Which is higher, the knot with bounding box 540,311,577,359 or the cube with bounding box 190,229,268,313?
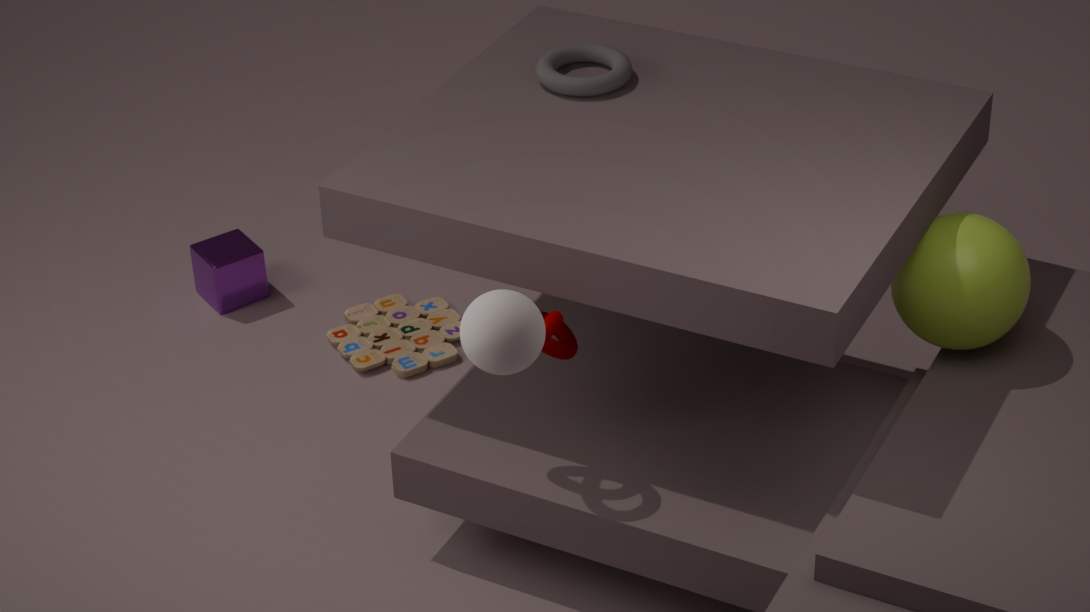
the knot with bounding box 540,311,577,359
